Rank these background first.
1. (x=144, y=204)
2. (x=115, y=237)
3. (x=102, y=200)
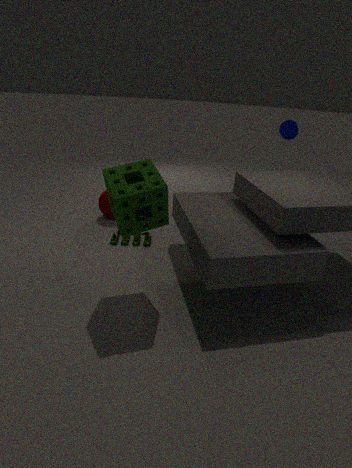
(x=102, y=200), (x=115, y=237), (x=144, y=204)
